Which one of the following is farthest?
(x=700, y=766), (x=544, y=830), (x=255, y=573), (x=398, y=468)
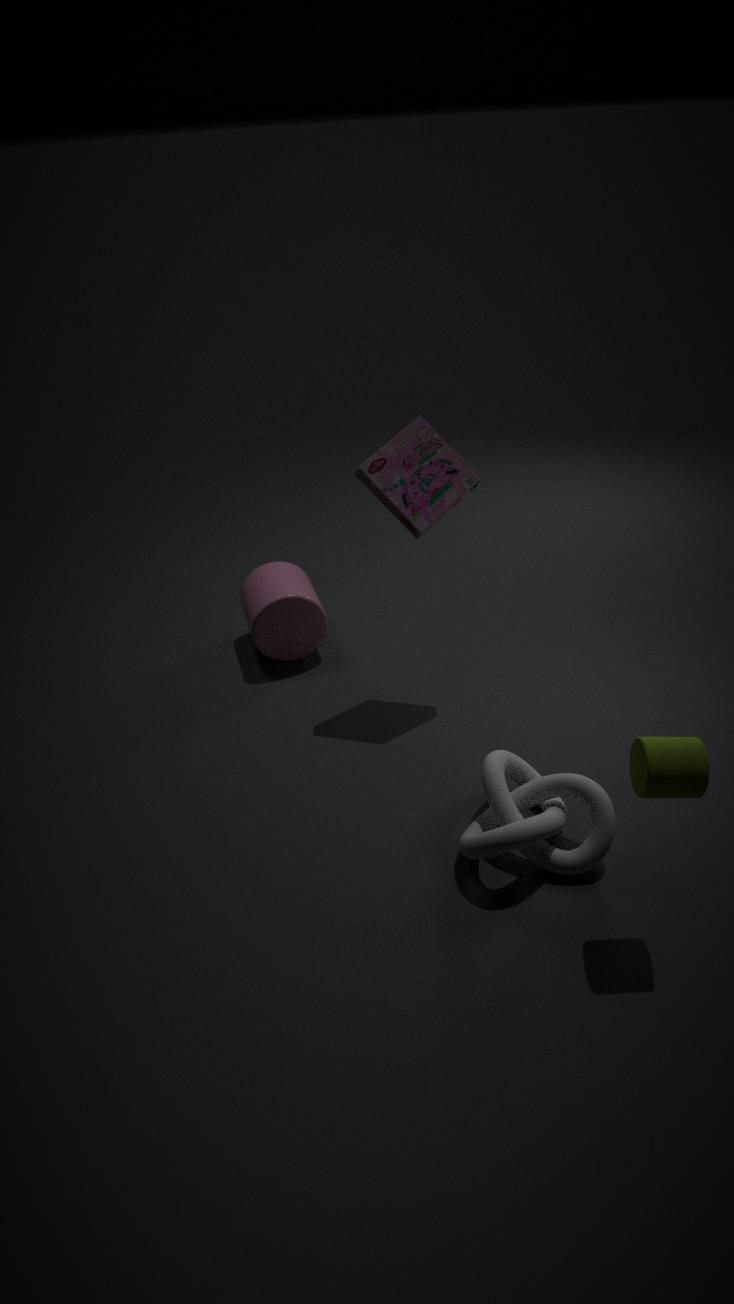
(x=255, y=573)
